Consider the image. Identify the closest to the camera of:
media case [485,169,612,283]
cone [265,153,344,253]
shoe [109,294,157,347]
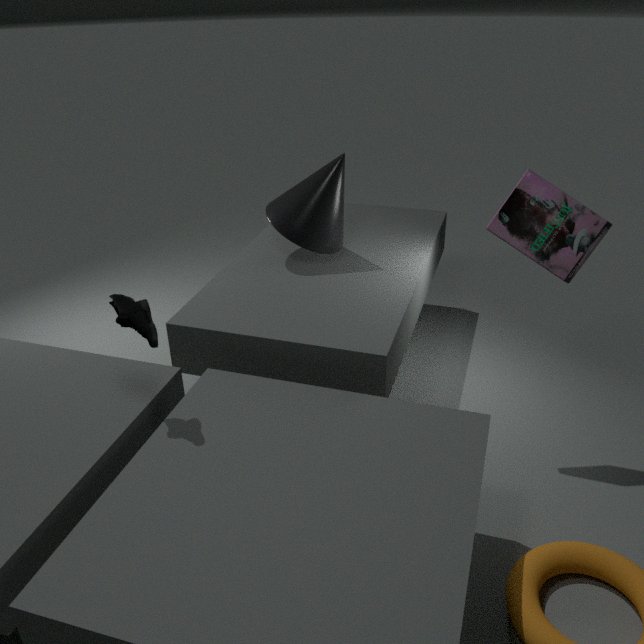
shoe [109,294,157,347]
